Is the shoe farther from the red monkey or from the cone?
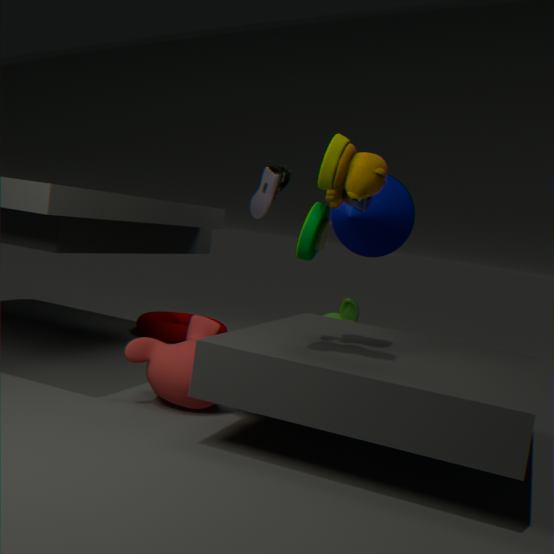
the red monkey
